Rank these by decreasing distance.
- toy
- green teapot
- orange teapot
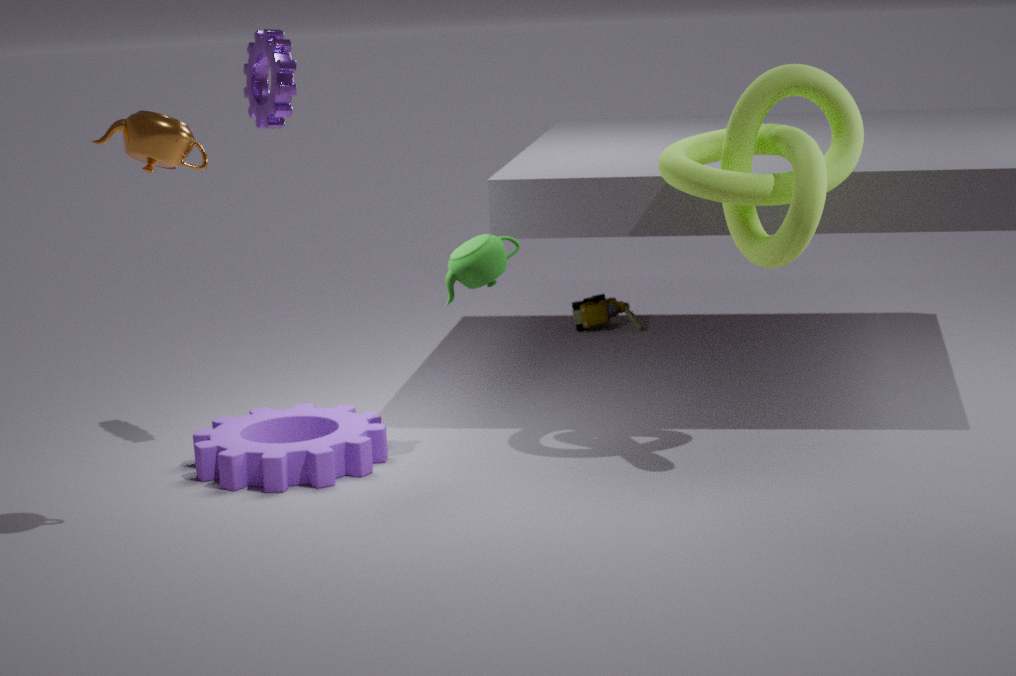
toy → green teapot → orange teapot
